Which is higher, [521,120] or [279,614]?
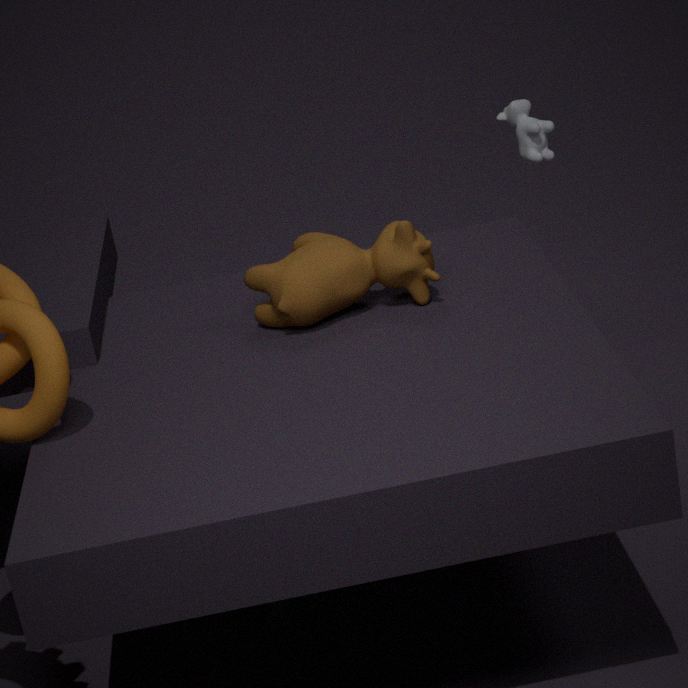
[521,120]
